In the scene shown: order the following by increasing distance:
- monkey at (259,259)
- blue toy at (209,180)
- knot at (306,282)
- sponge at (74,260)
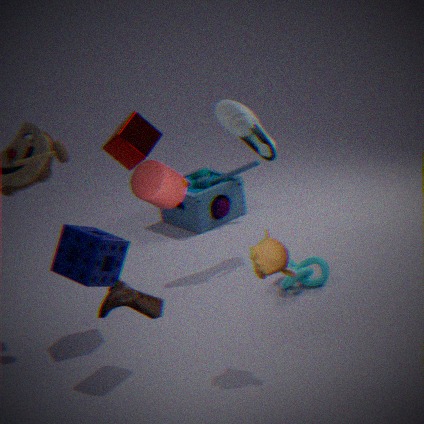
sponge at (74,260), monkey at (259,259), knot at (306,282), blue toy at (209,180)
